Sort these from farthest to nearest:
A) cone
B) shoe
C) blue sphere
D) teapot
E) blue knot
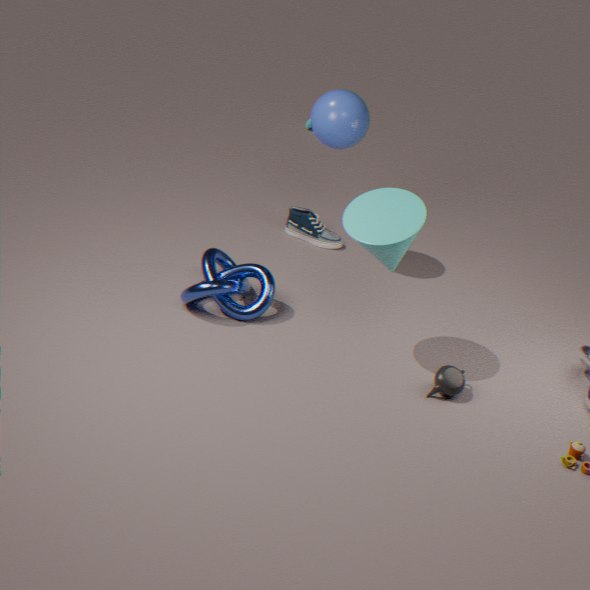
1. shoe
2. blue sphere
3. blue knot
4. teapot
5. cone
